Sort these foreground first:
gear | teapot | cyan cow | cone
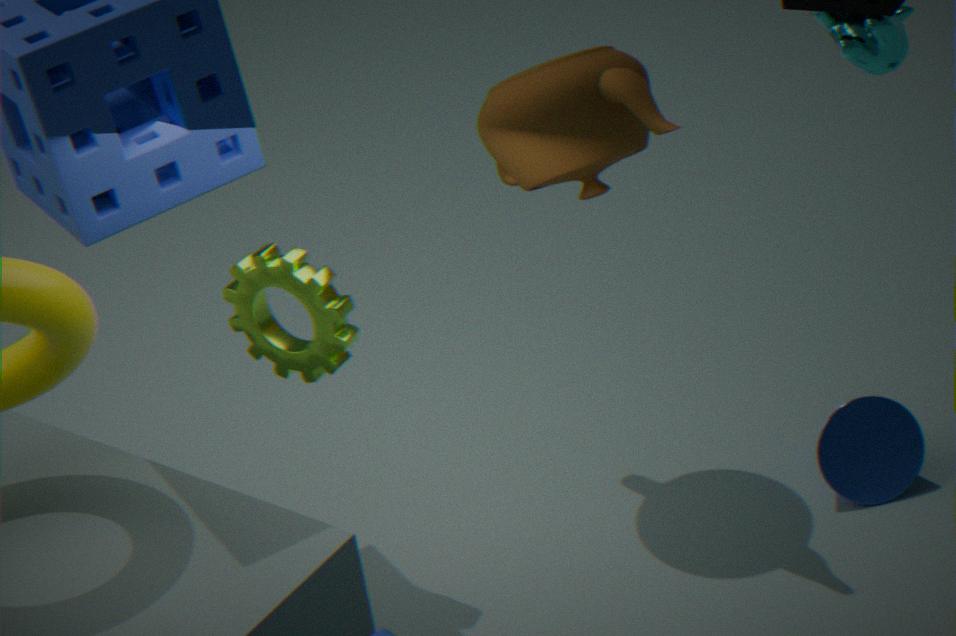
cyan cow < teapot < gear < cone
